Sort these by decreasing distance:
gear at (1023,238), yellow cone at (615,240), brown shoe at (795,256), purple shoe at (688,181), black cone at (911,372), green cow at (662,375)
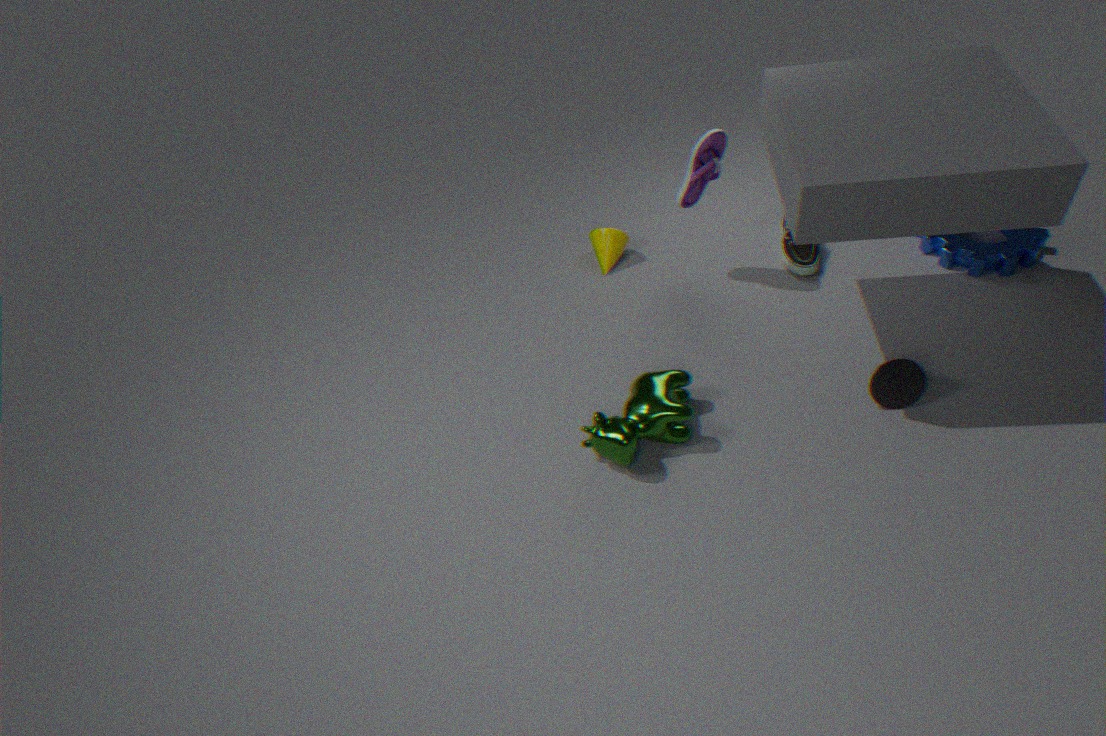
yellow cone at (615,240)
brown shoe at (795,256)
gear at (1023,238)
purple shoe at (688,181)
black cone at (911,372)
green cow at (662,375)
